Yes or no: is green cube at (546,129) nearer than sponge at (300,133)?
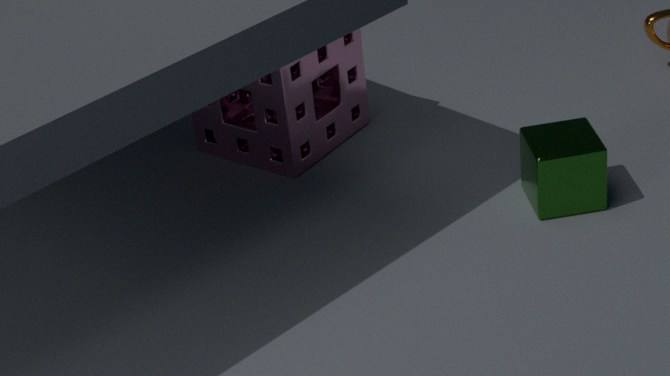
Yes
